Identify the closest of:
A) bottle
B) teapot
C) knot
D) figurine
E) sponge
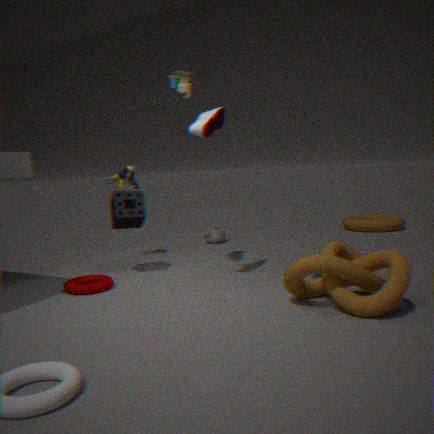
knot
